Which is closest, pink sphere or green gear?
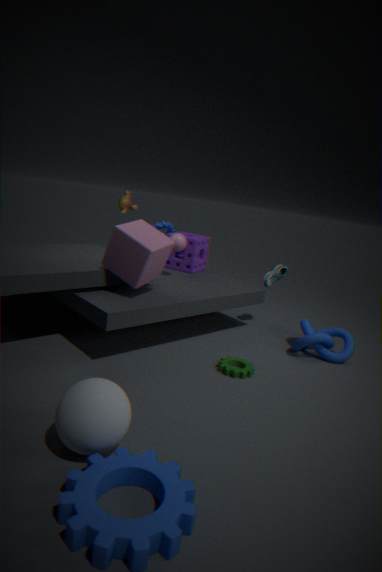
green gear
